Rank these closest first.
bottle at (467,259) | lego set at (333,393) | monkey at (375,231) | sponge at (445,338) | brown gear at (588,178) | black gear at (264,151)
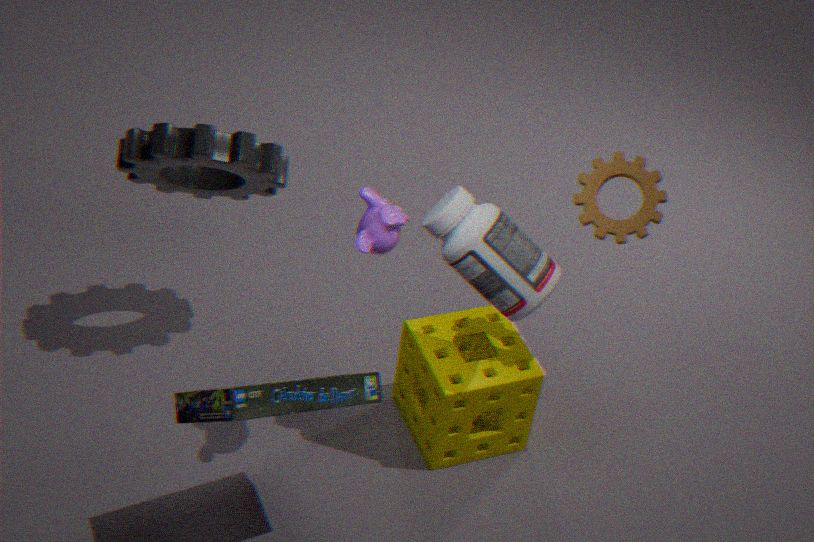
lego set at (333,393) → monkey at (375,231) → bottle at (467,259) → brown gear at (588,178) → black gear at (264,151) → sponge at (445,338)
